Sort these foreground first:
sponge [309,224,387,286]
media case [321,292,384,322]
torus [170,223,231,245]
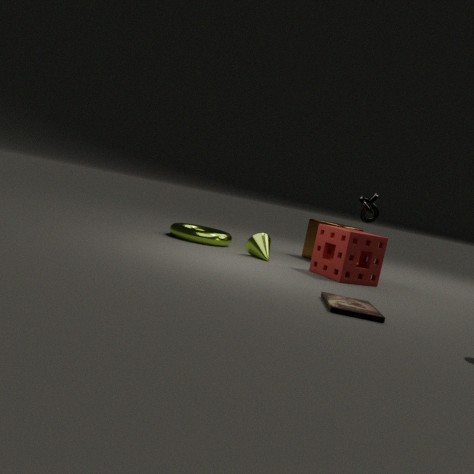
media case [321,292,384,322] < sponge [309,224,387,286] < torus [170,223,231,245]
